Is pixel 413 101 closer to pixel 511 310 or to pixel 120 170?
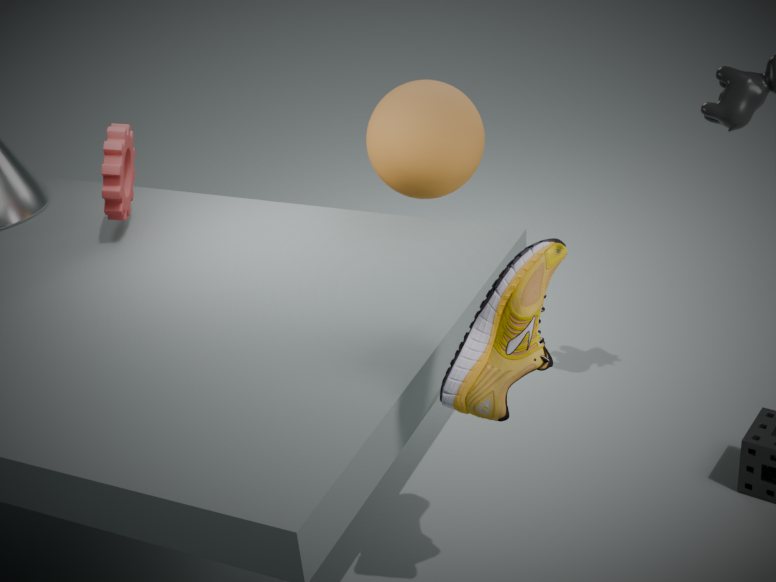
pixel 120 170
